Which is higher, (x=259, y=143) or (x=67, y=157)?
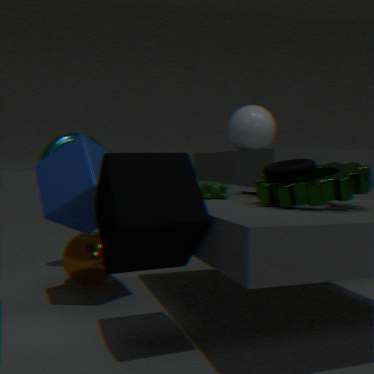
(x=259, y=143)
